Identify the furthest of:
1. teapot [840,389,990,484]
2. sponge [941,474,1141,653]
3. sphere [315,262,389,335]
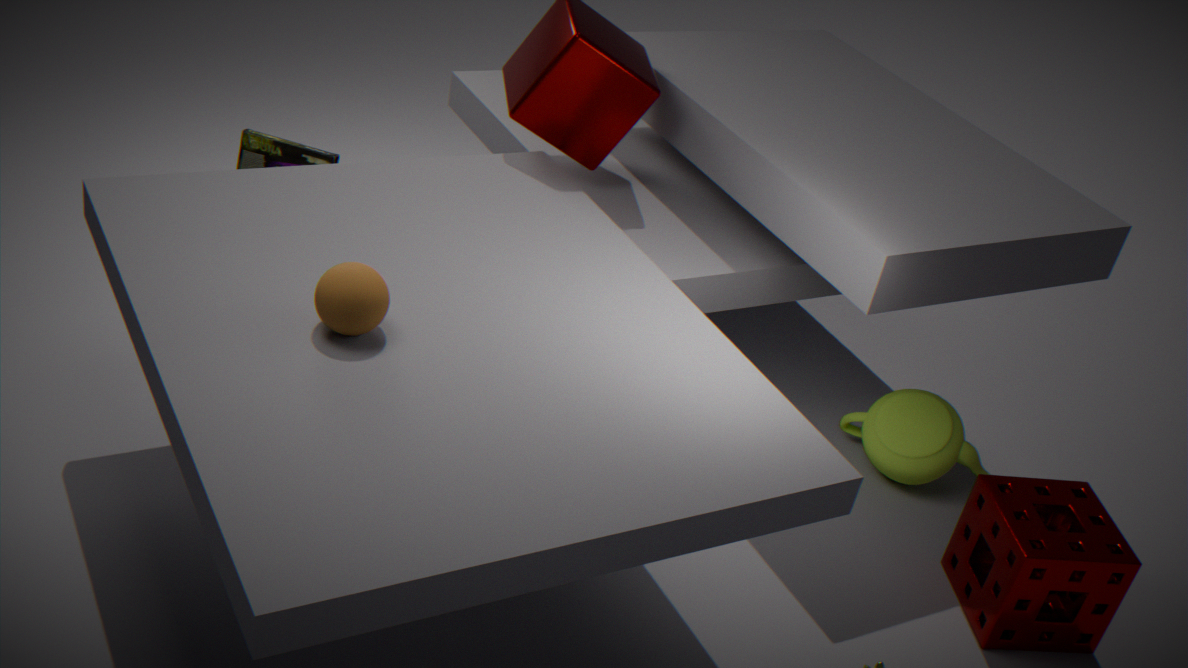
teapot [840,389,990,484]
